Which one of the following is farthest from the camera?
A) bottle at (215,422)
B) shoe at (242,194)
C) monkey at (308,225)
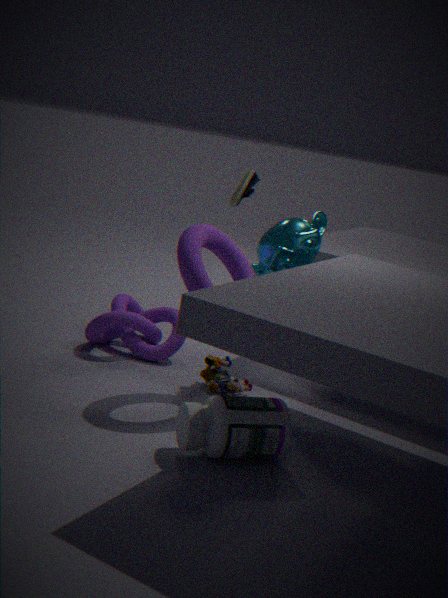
shoe at (242,194)
